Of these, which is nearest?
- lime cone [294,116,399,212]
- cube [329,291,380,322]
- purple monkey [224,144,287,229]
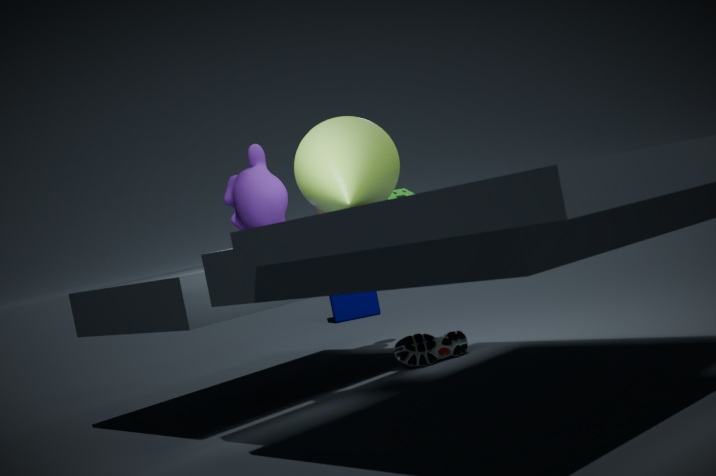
lime cone [294,116,399,212]
